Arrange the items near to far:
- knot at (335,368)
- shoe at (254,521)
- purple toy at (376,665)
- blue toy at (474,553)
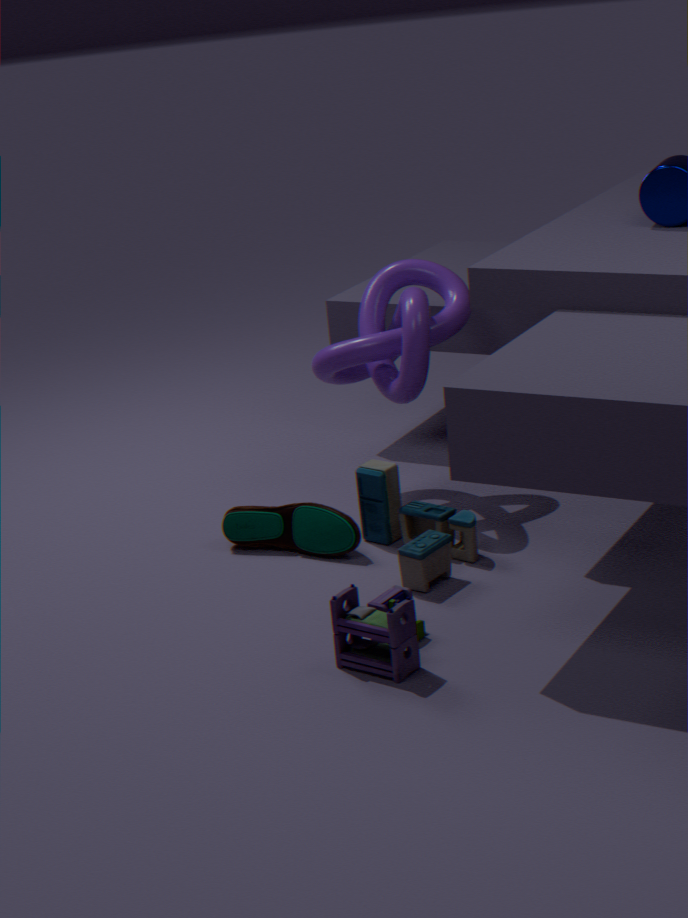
purple toy at (376,665) → blue toy at (474,553) → shoe at (254,521) → knot at (335,368)
